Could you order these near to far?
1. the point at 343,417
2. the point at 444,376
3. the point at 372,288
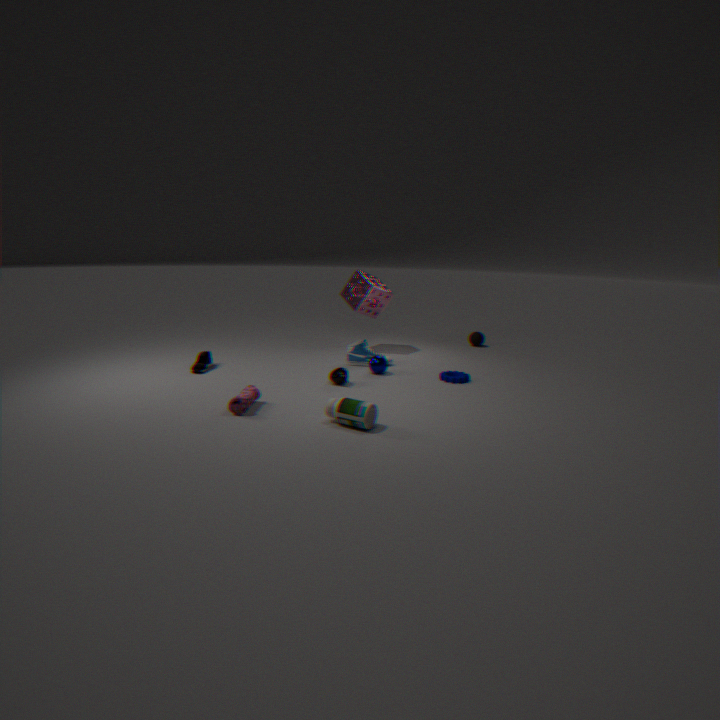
the point at 343,417
the point at 444,376
the point at 372,288
